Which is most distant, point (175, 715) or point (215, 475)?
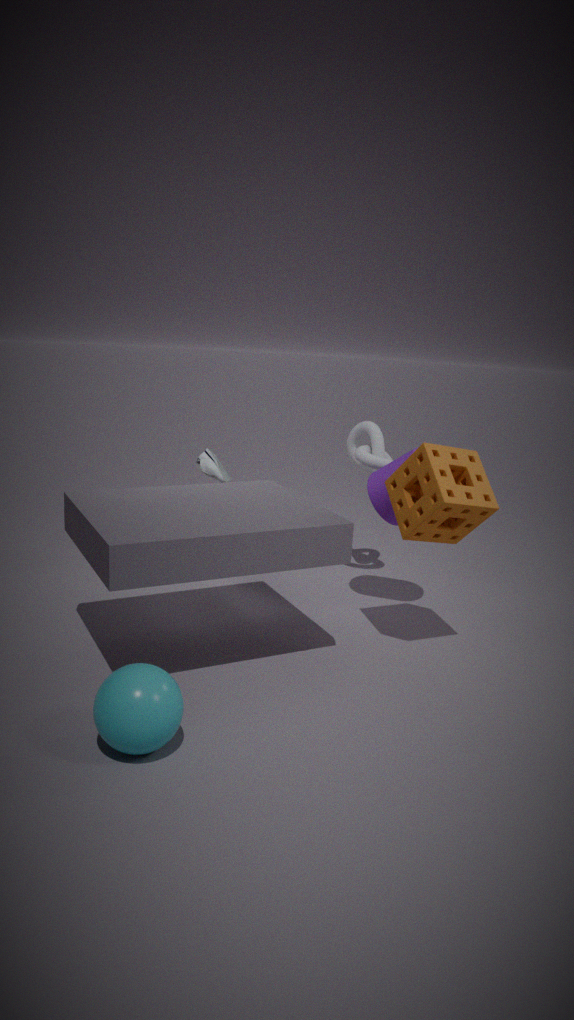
point (215, 475)
